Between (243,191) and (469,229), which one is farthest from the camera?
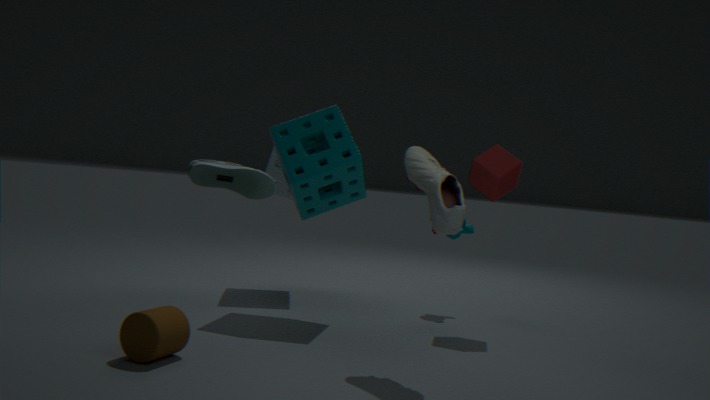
(469,229)
